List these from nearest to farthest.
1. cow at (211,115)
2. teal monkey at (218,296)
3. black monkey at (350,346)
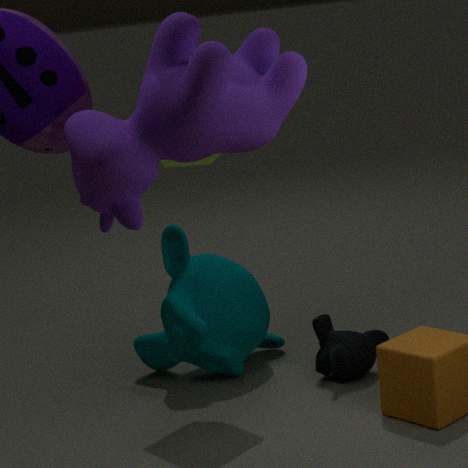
1. cow at (211,115)
2. black monkey at (350,346)
3. teal monkey at (218,296)
